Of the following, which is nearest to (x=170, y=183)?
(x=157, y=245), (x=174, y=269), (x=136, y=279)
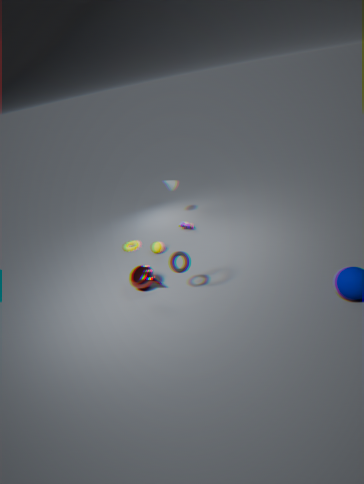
(x=157, y=245)
